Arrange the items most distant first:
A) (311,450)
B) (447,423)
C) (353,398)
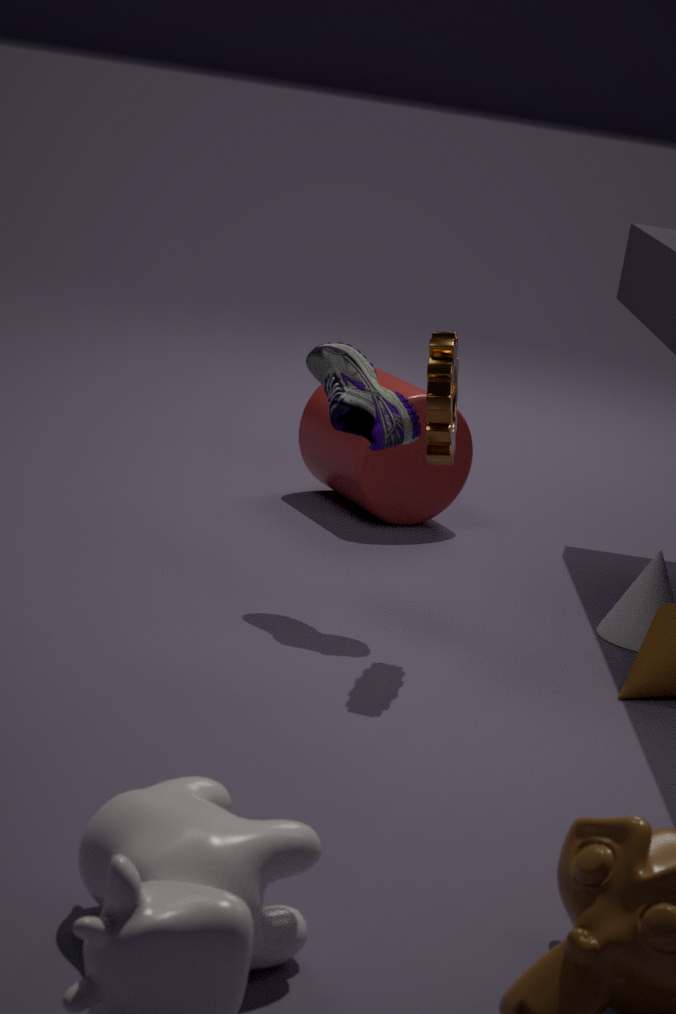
(311,450)
(353,398)
(447,423)
